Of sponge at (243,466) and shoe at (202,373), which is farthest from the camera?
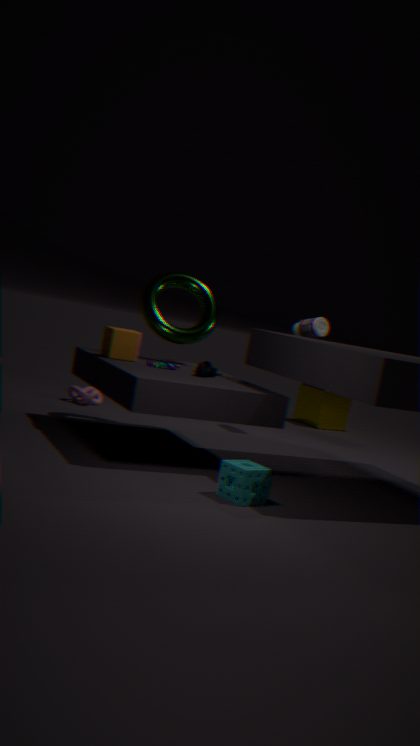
shoe at (202,373)
